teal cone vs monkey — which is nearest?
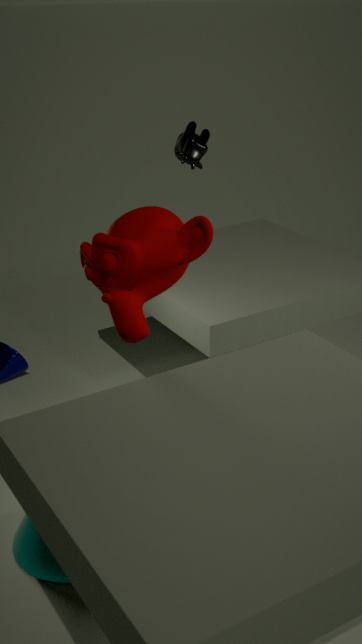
monkey
